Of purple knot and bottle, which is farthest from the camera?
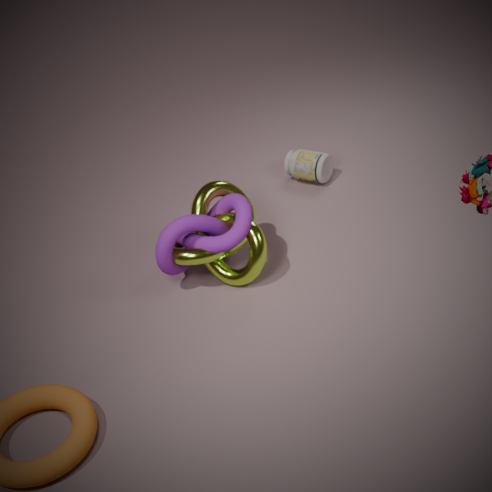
bottle
